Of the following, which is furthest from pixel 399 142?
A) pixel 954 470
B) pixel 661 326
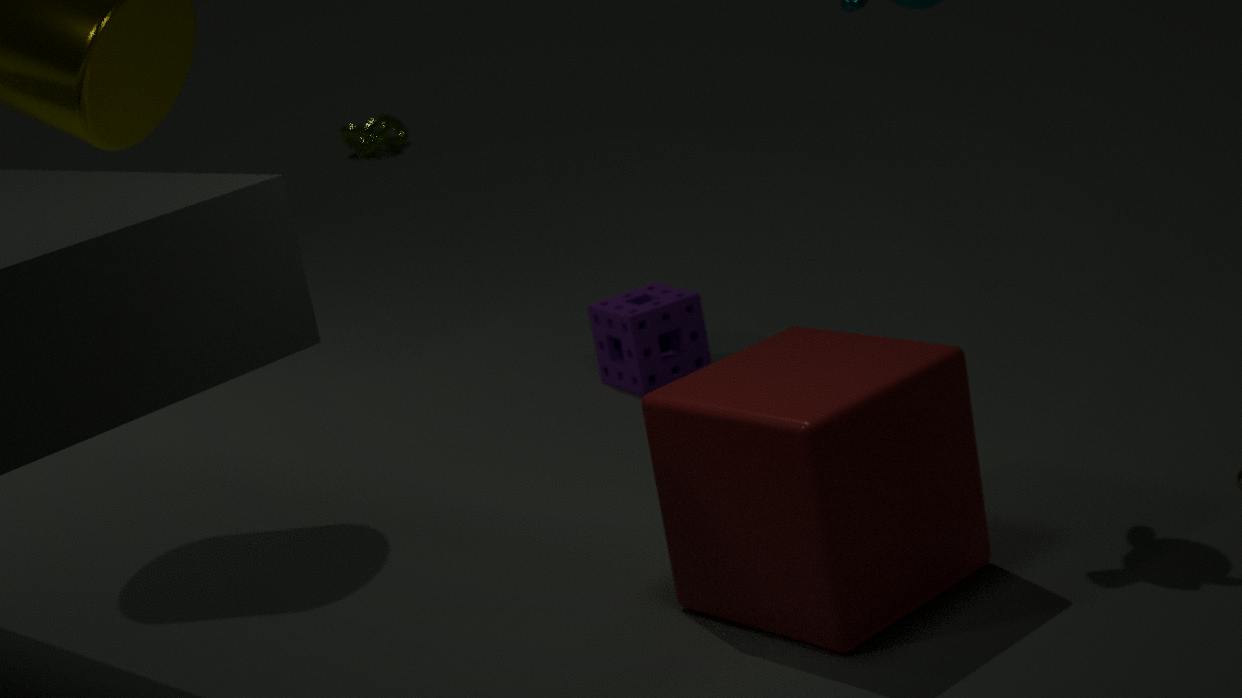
pixel 954 470
